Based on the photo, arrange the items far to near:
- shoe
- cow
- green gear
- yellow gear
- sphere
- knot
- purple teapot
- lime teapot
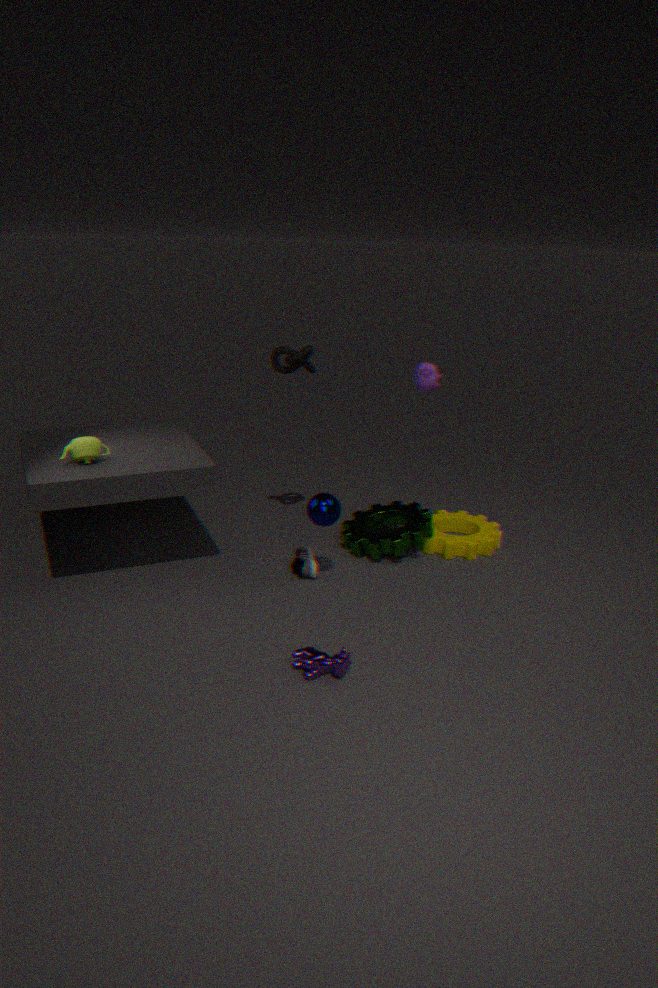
yellow gear → green gear → knot → shoe → purple teapot → sphere → lime teapot → cow
